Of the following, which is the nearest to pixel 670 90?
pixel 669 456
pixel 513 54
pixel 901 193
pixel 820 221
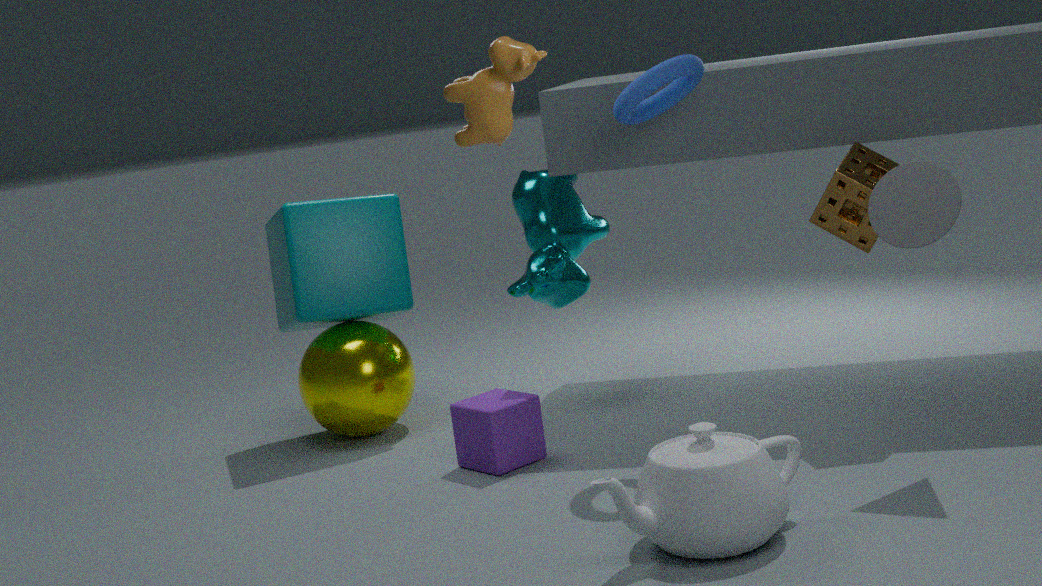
pixel 820 221
